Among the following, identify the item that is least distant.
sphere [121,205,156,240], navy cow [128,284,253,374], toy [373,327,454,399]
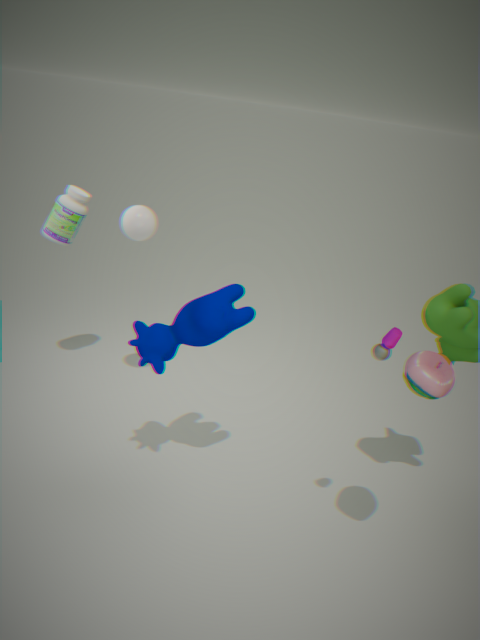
toy [373,327,454,399]
